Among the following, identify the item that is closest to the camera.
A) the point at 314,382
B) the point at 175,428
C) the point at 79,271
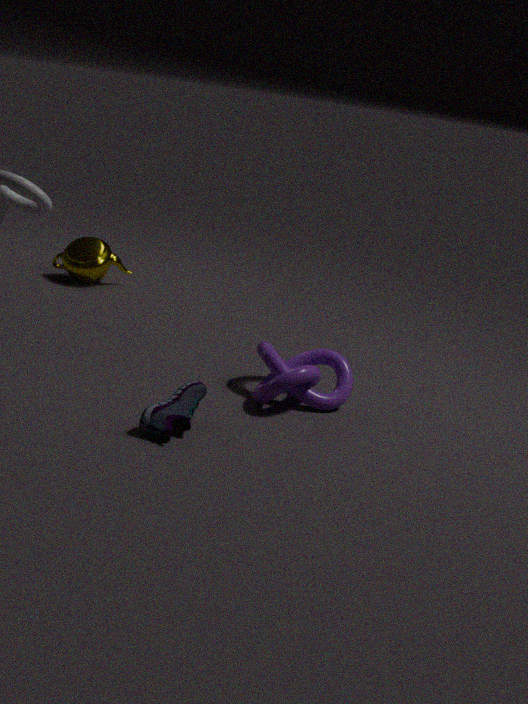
the point at 175,428
